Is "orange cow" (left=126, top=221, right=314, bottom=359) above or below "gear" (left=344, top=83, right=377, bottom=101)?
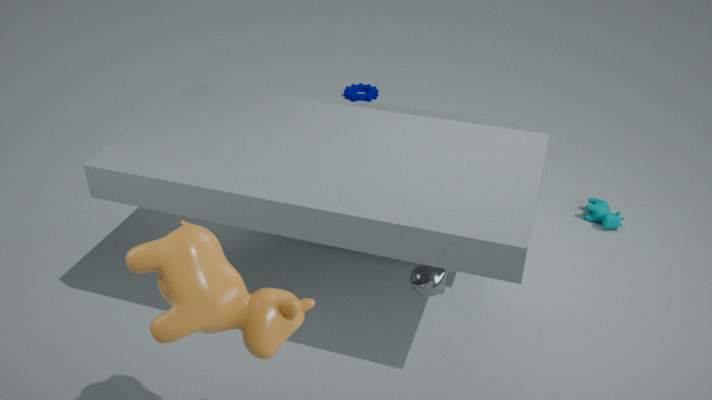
above
